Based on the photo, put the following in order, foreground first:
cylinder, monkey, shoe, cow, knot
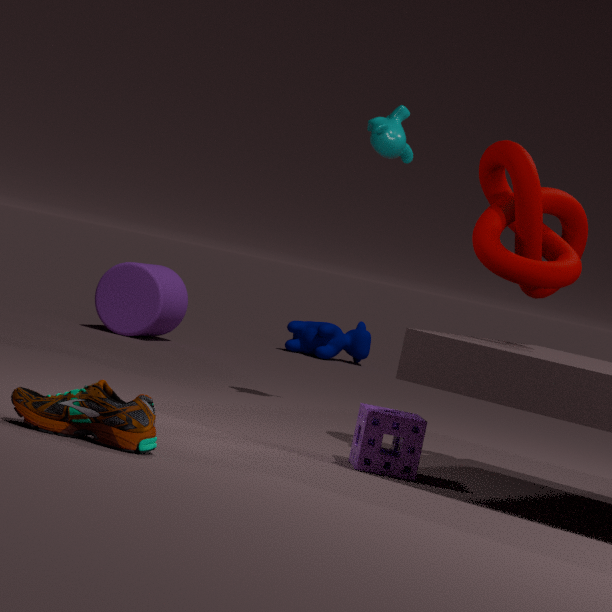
shoe < knot < monkey < cylinder < cow
